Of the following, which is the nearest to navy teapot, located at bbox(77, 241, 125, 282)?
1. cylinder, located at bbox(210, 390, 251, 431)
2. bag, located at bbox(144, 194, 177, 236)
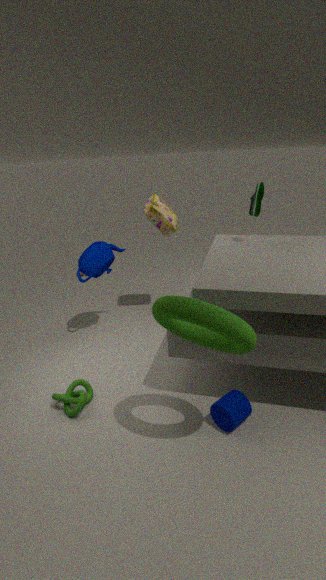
bag, located at bbox(144, 194, 177, 236)
